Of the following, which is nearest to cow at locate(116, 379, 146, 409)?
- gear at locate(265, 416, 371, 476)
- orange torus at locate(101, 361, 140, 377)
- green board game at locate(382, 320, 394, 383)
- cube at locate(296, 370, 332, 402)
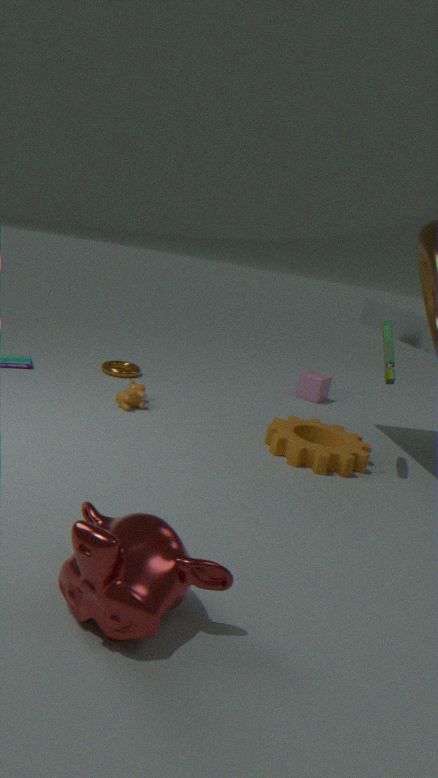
orange torus at locate(101, 361, 140, 377)
